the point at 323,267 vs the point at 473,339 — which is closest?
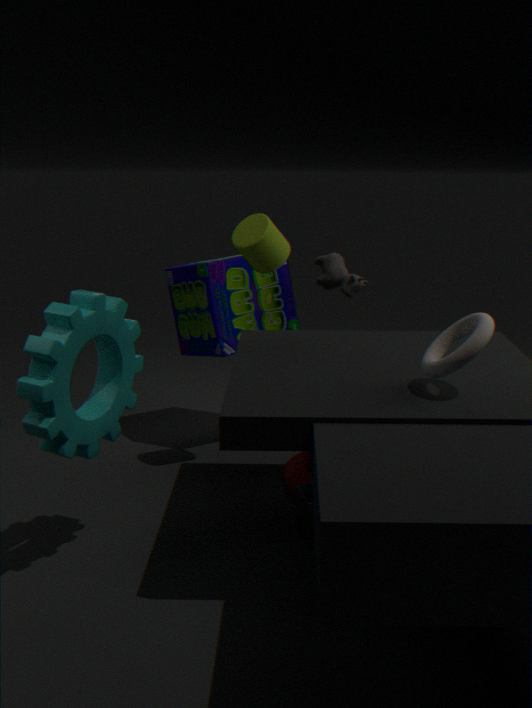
the point at 473,339
